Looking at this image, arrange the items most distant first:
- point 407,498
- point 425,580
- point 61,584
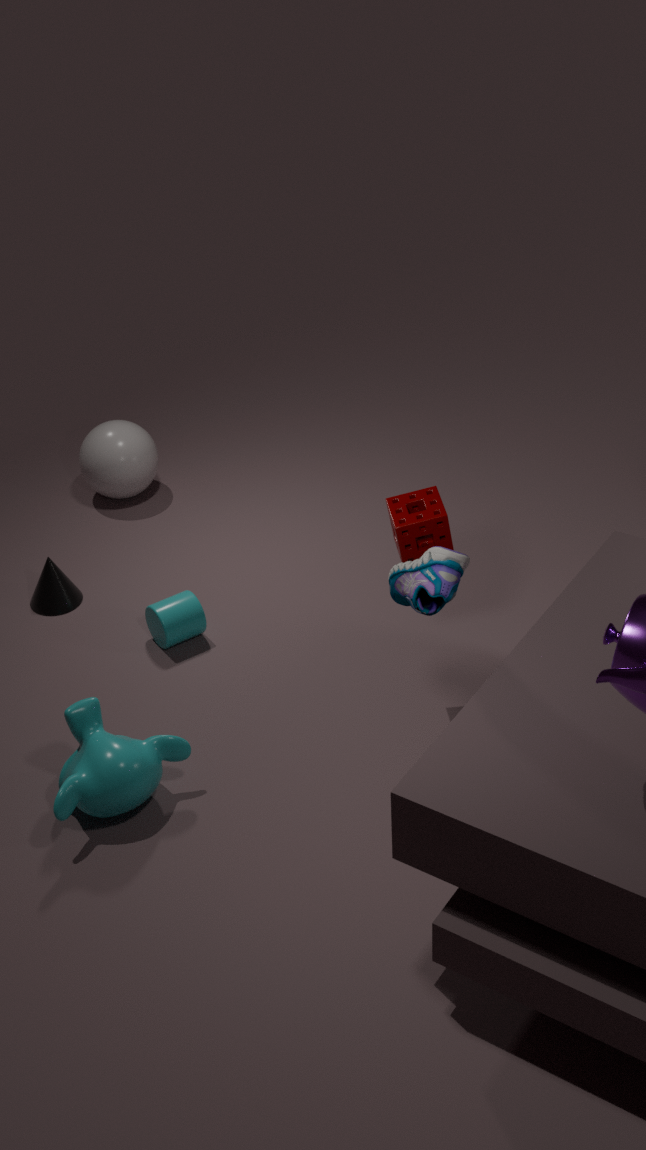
point 61,584 → point 407,498 → point 425,580
